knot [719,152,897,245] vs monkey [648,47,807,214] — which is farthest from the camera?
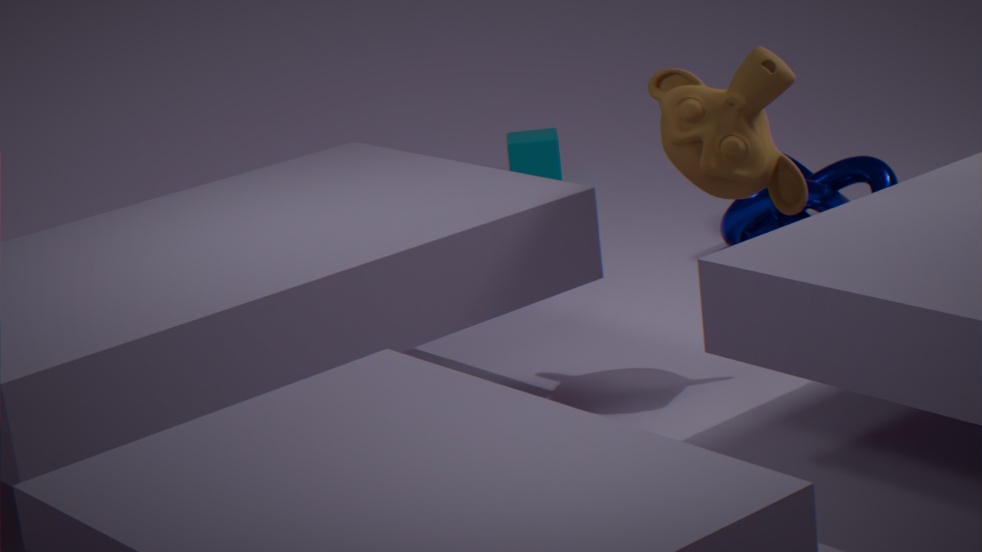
knot [719,152,897,245]
